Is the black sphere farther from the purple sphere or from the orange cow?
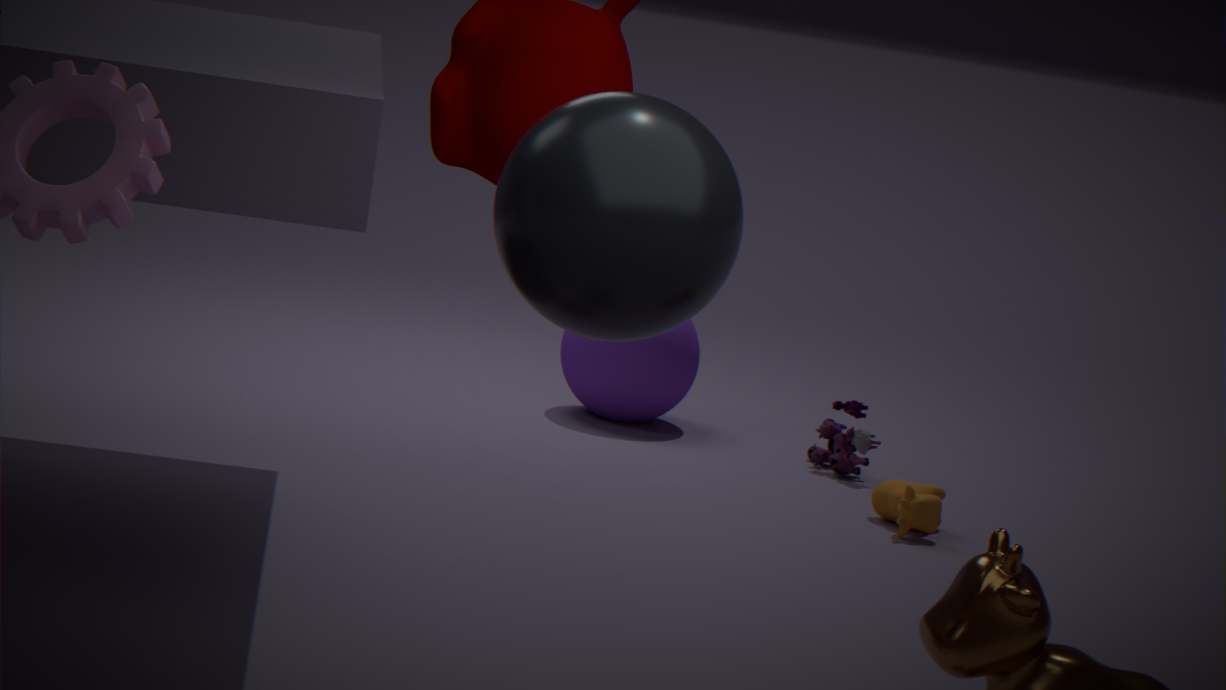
the purple sphere
